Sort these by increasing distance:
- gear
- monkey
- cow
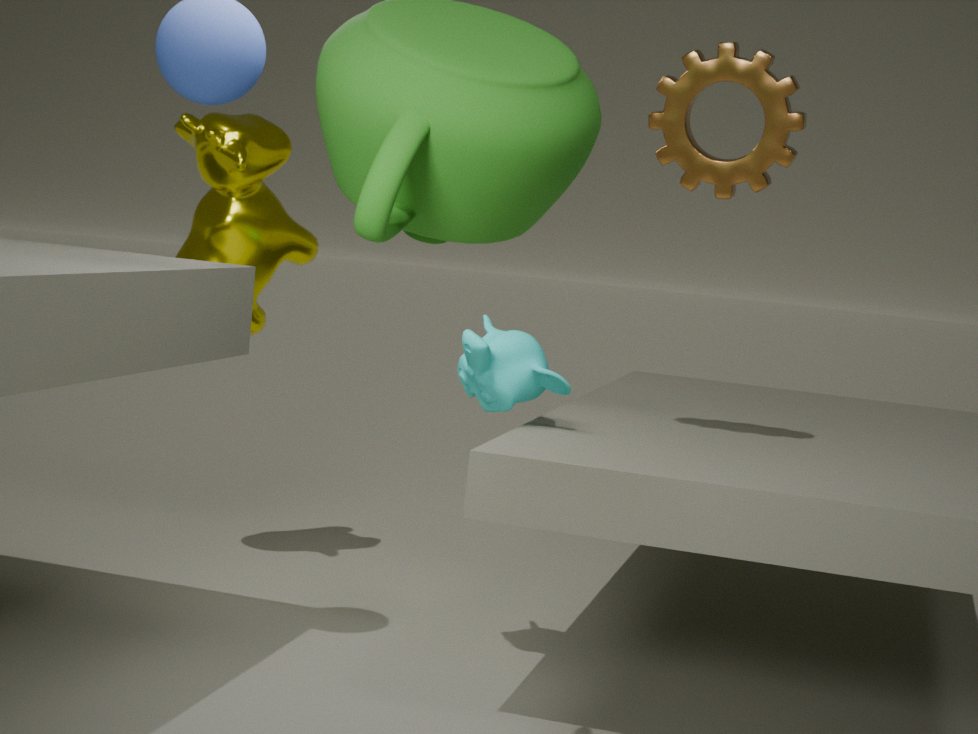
gear → monkey → cow
